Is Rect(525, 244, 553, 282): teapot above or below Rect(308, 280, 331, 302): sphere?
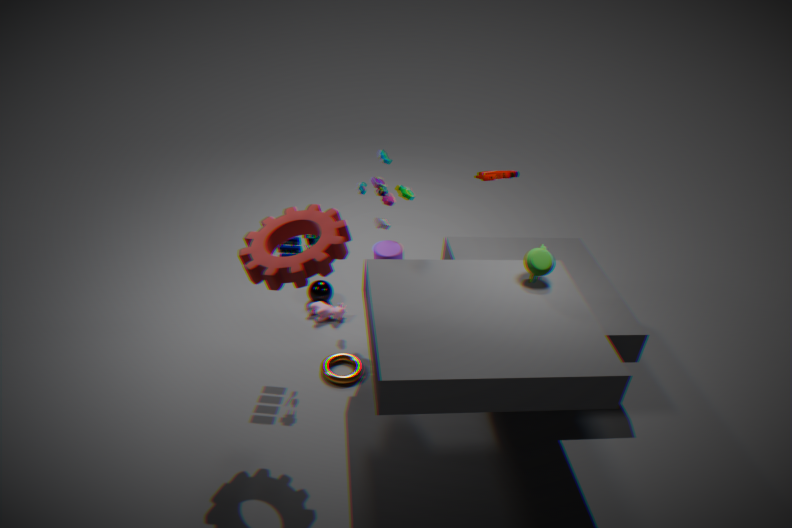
above
